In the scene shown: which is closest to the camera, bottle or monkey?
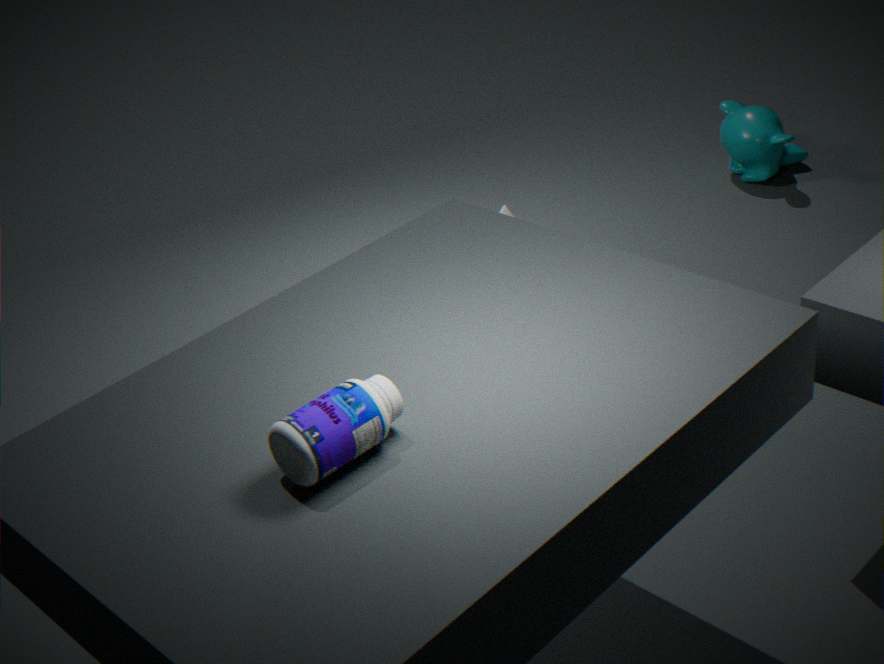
bottle
